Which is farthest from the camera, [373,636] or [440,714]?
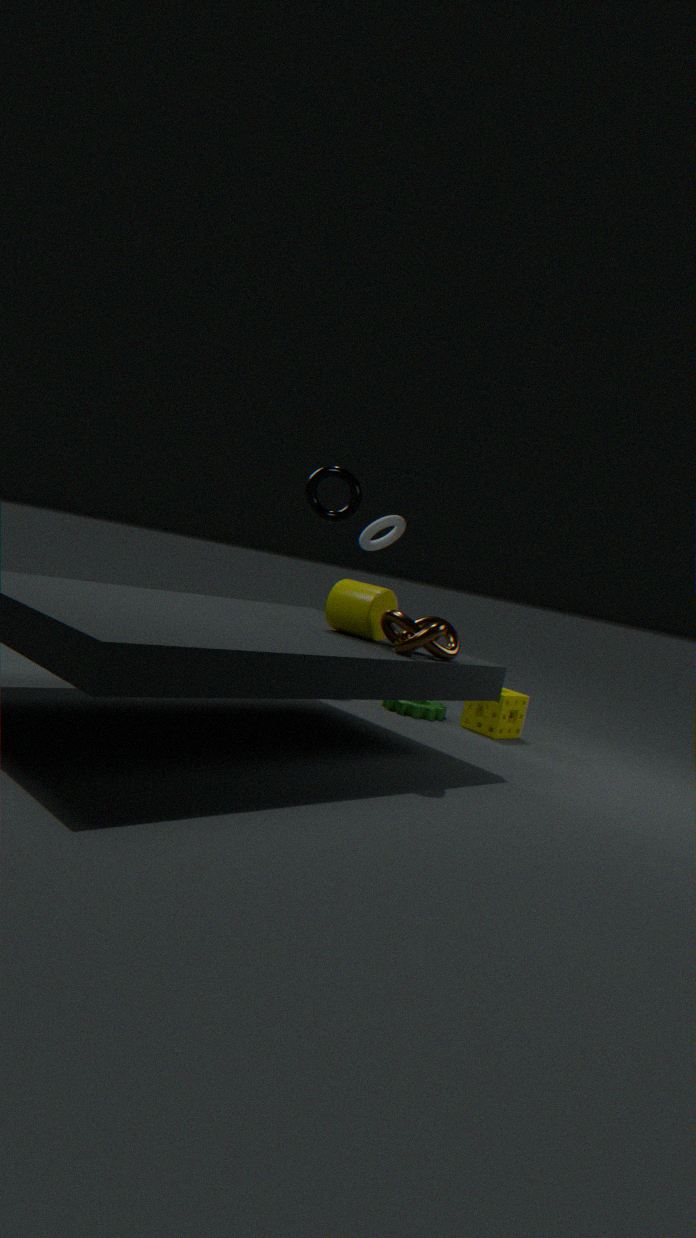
[440,714]
